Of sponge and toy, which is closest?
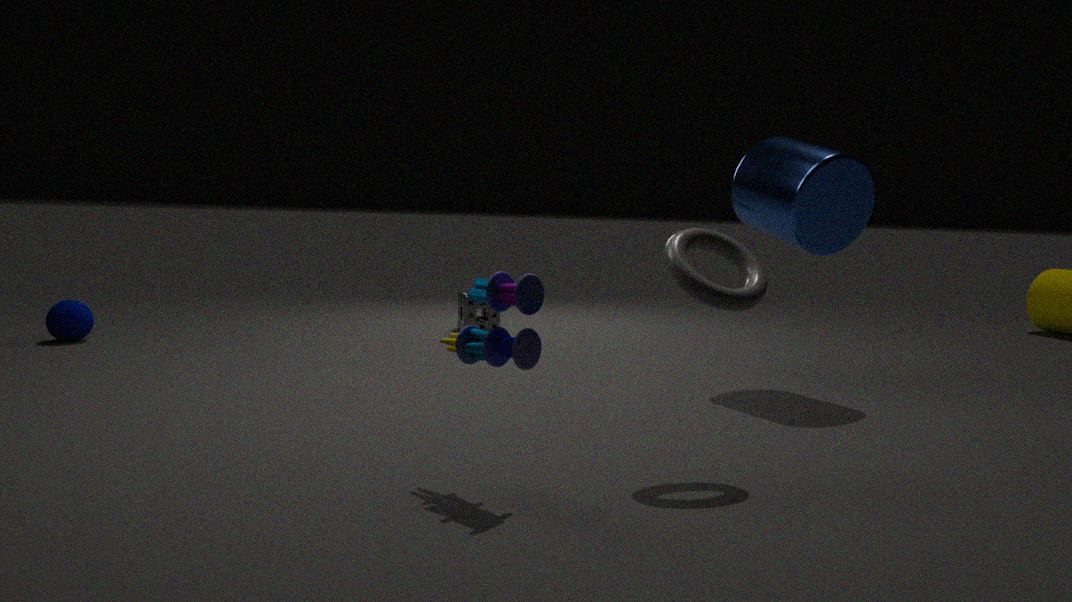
toy
